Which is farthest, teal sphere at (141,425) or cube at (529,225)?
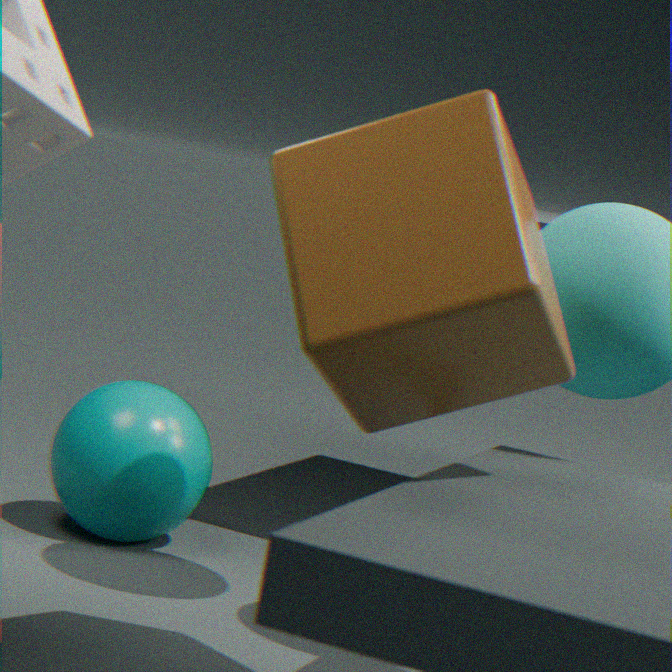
teal sphere at (141,425)
